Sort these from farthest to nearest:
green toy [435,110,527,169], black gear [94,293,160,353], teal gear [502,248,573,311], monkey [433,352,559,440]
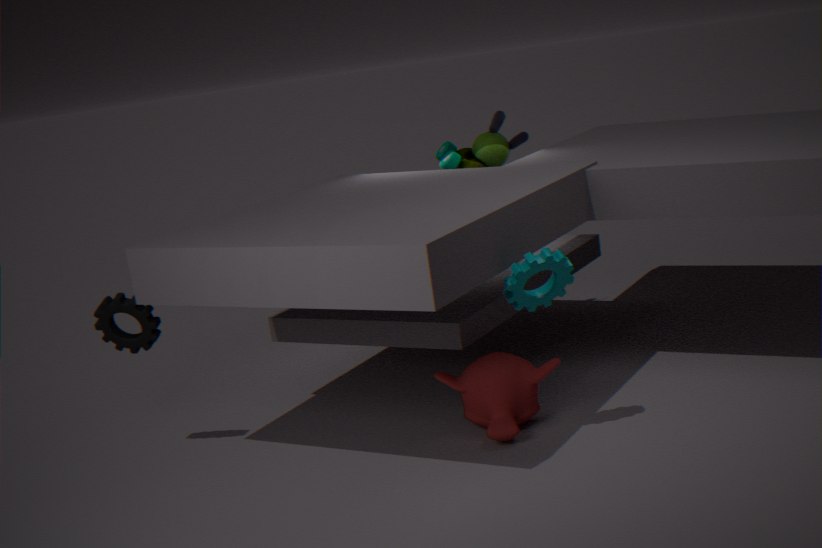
1. green toy [435,110,527,169]
2. black gear [94,293,160,353]
3. monkey [433,352,559,440]
4. teal gear [502,248,573,311]
